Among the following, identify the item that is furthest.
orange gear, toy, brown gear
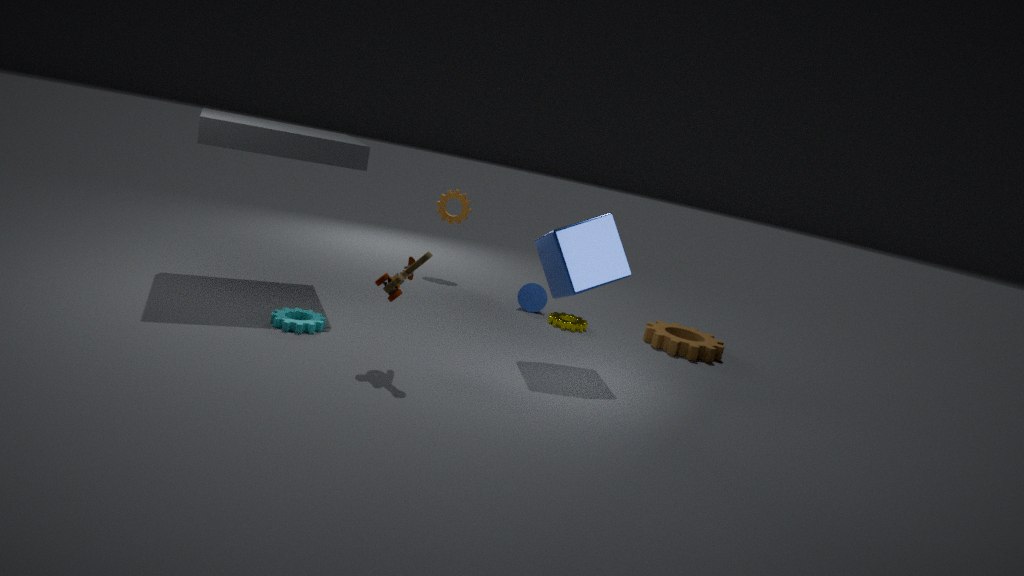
orange gear
